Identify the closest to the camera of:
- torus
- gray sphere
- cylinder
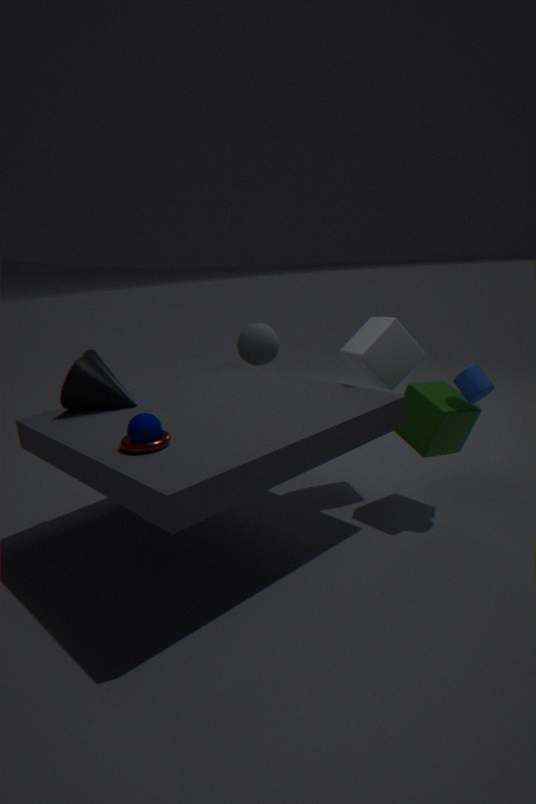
torus
